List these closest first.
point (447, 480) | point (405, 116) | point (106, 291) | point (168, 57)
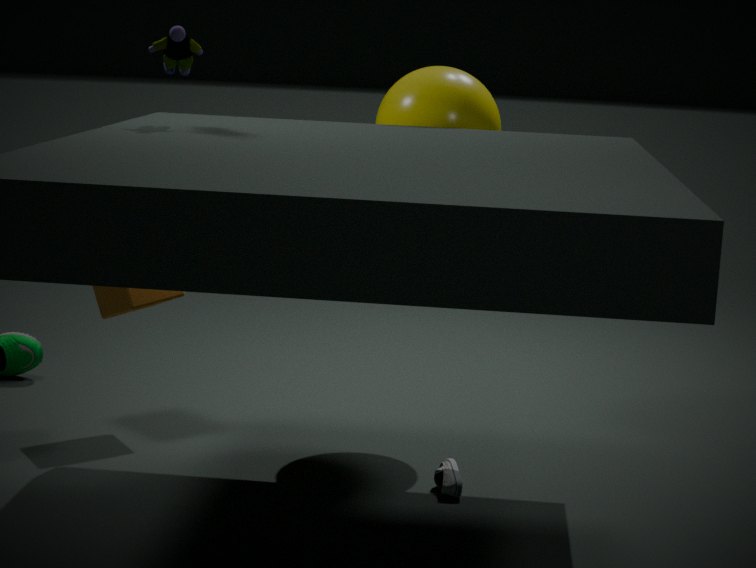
1. point (168, 57)
2. point (447, 480)
3. point (405, 116)
4. point (106, 291)
